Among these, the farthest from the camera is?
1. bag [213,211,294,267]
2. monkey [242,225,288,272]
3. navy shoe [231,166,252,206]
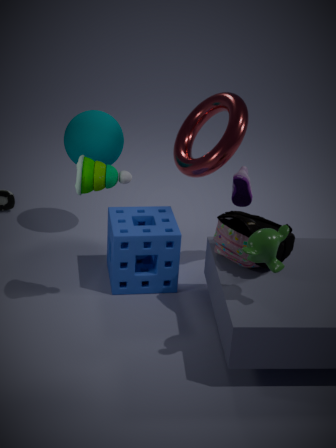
navy shoe [231,166,252,206]
